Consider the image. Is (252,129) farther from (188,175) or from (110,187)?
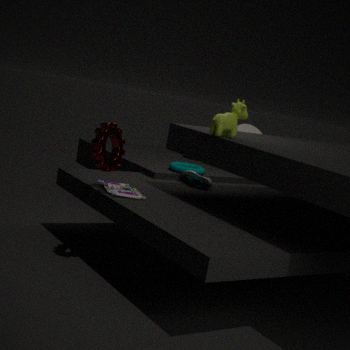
(110,187)
